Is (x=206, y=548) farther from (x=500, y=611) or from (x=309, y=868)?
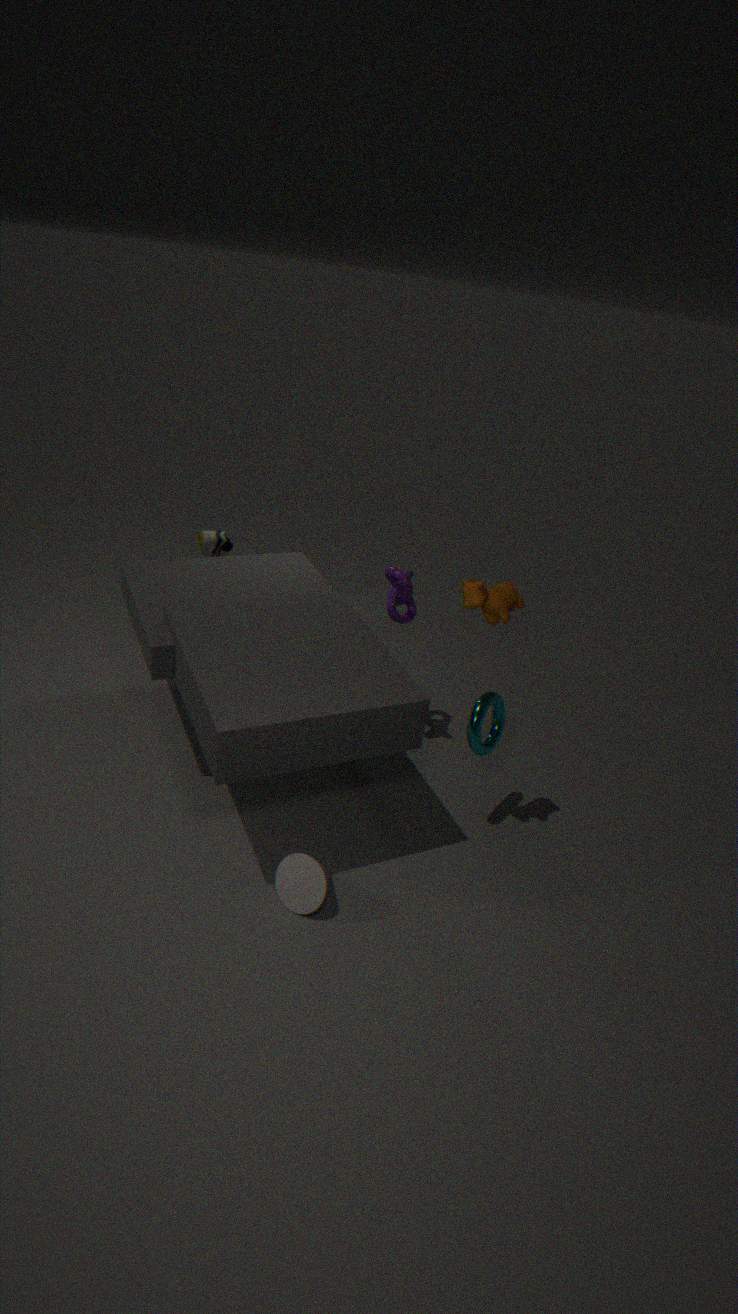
(x=309, y=868)
